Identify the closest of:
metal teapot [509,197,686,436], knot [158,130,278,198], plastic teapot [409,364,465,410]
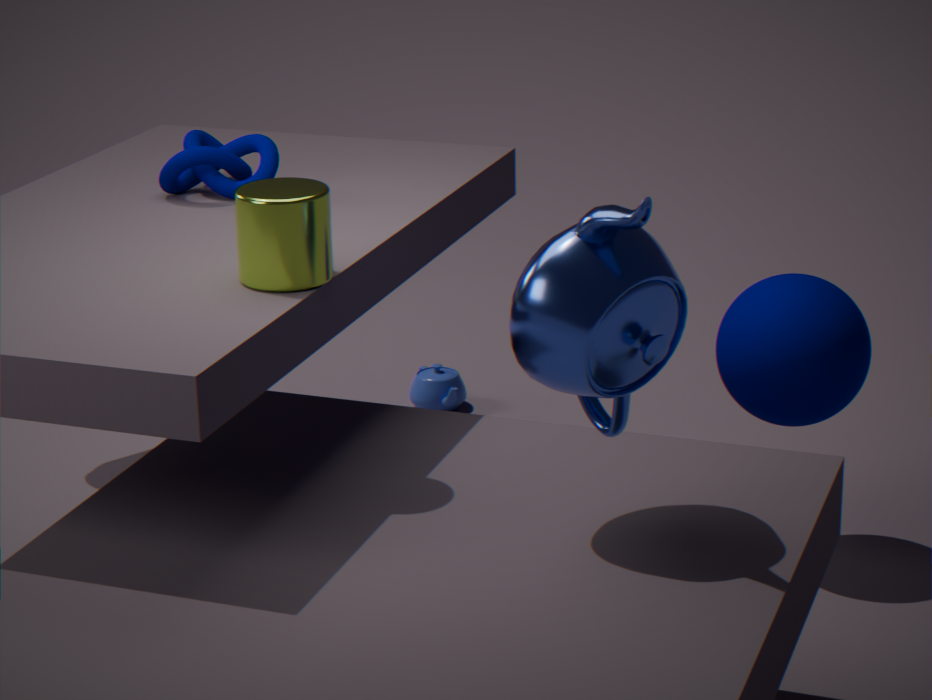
metal teapot [509,197,686,436]
